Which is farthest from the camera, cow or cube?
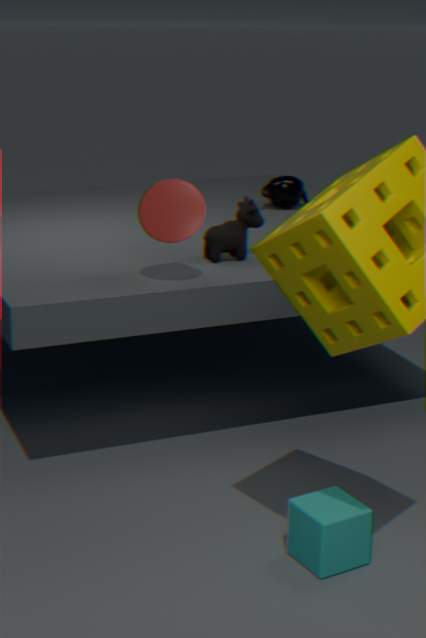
cow
